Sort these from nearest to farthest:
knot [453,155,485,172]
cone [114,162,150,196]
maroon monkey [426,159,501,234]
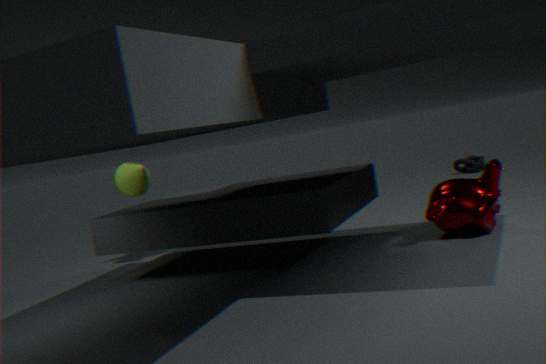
maroon monkey [426,159,501,234] → cone [114,162,150,196] → knot [453,155,485,172]
